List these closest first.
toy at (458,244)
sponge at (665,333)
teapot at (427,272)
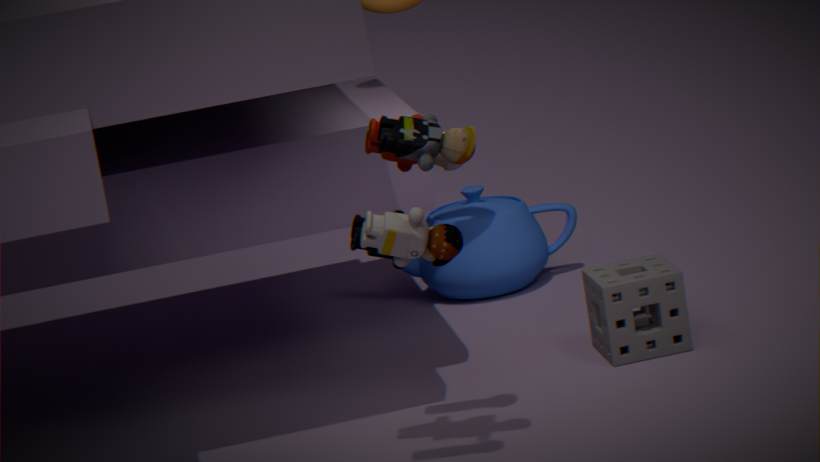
toy at (458,244) < sponge at (665,333) < teapot at (427,272)
